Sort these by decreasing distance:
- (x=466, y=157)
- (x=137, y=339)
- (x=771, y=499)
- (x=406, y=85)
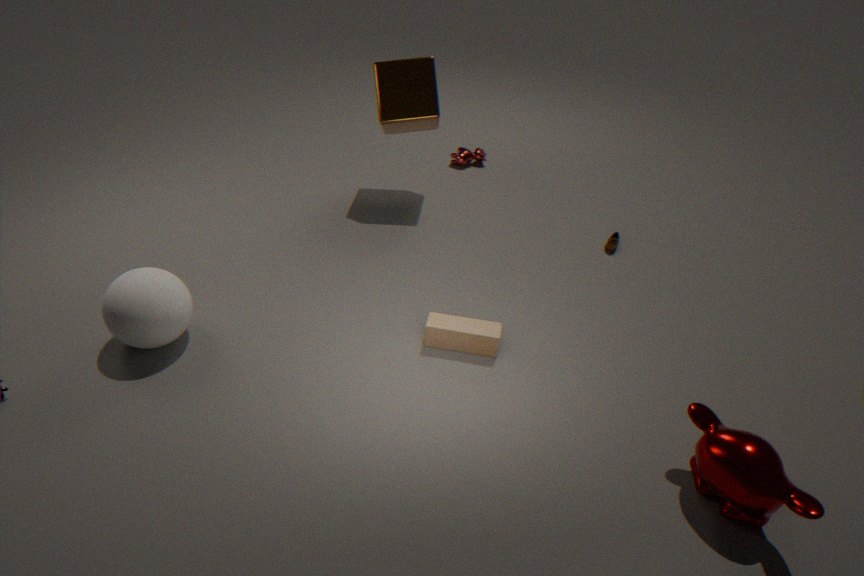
(x=466, y=157) → (x=406, y=85) → (x=137, y=339) → (x=771, y=499)
